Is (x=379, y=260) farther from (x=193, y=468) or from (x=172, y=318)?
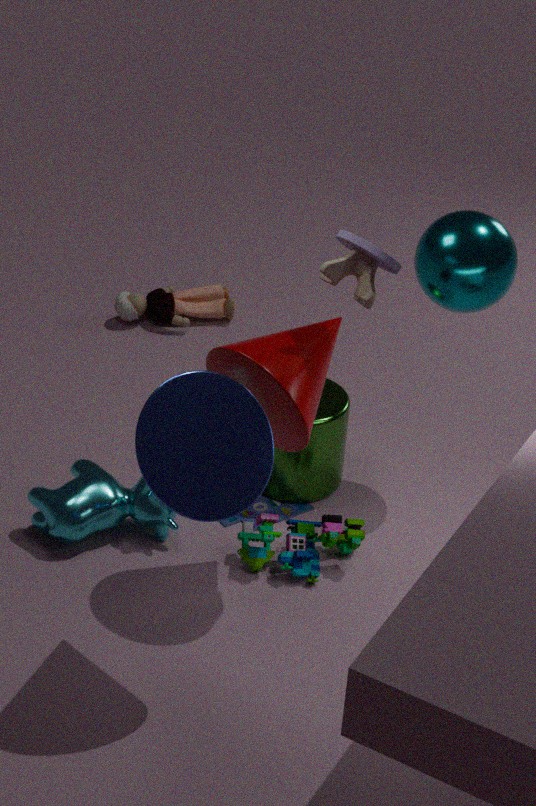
(x=172, y=318)
